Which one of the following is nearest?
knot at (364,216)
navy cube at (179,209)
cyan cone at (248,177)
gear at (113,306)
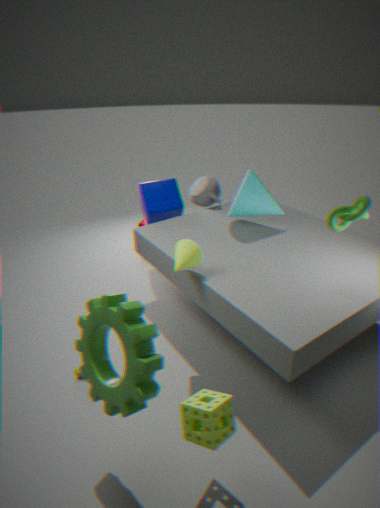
gear at (113,306)
